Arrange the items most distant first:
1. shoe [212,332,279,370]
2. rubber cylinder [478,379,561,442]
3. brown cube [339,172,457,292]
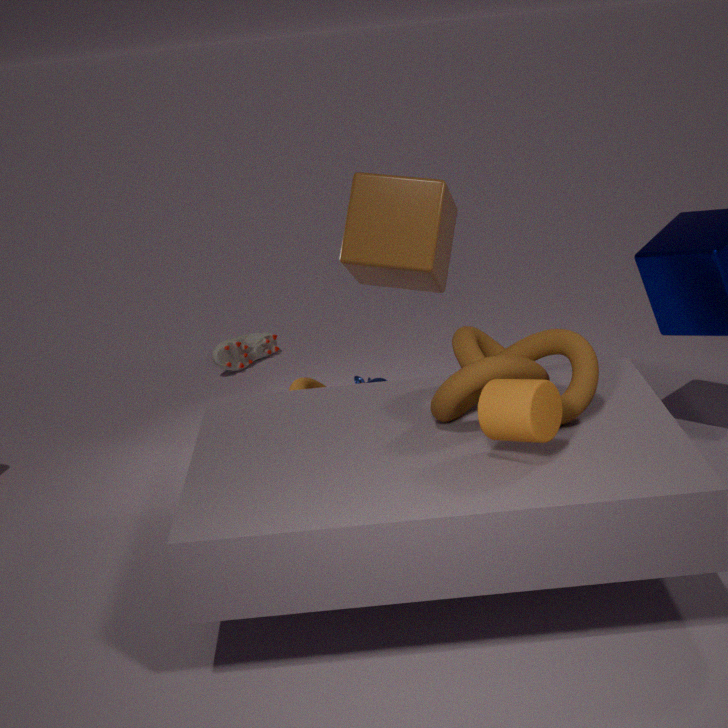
shoe [212,332,279,370]
brown cube [339,172,457,292]
rubber cylinder [478,379,561,442]
